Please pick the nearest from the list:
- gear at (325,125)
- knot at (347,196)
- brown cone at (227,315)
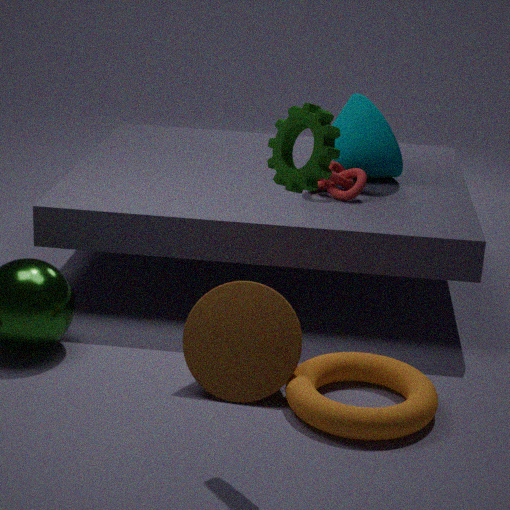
gear at (325,125)
